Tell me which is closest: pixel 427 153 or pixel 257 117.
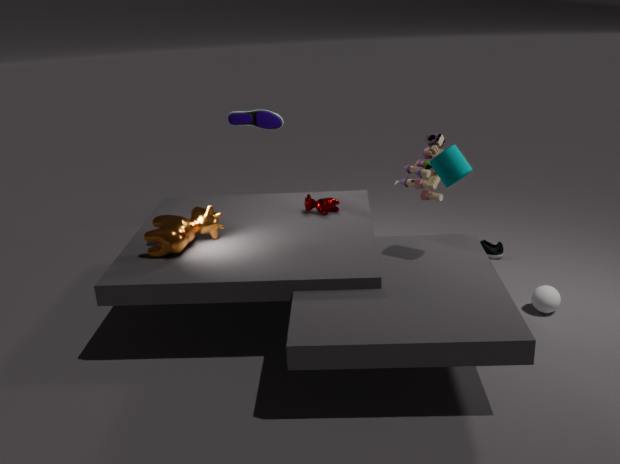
pixel 427 153
